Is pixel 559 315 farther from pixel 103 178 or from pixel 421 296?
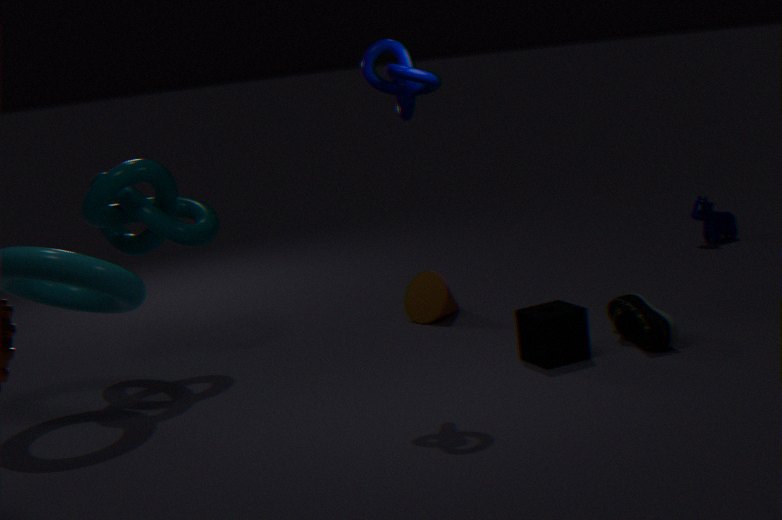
pixel 103 178
